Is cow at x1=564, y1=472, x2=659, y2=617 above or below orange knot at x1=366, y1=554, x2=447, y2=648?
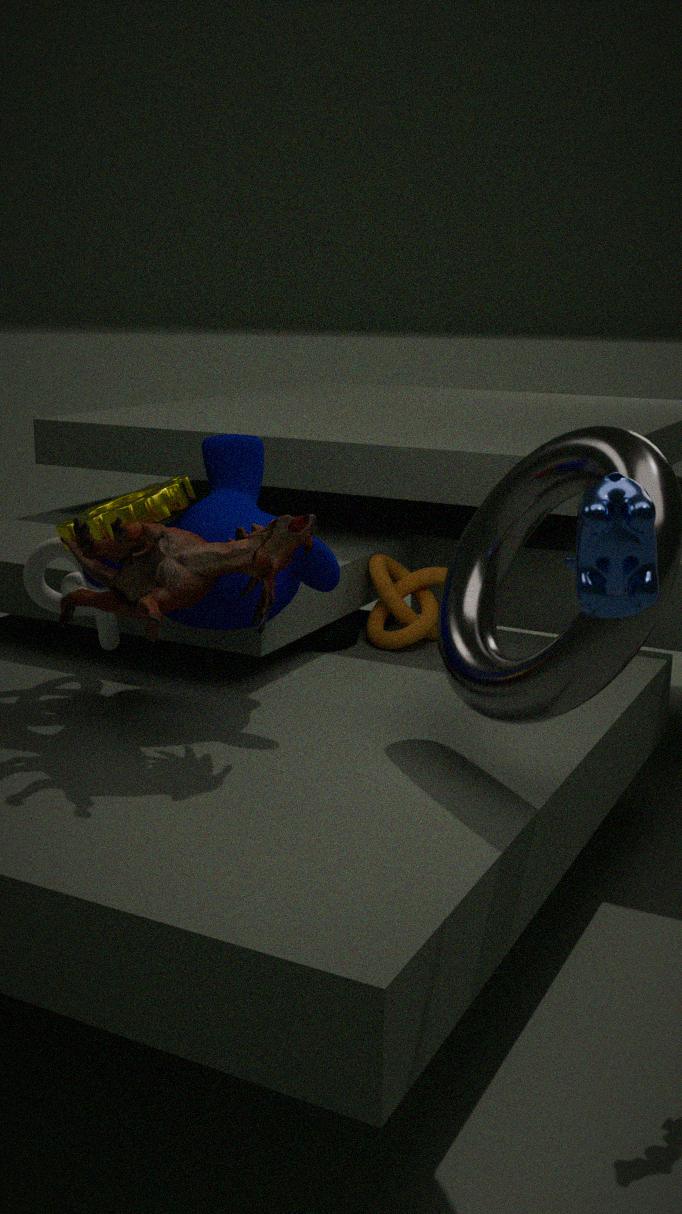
above
